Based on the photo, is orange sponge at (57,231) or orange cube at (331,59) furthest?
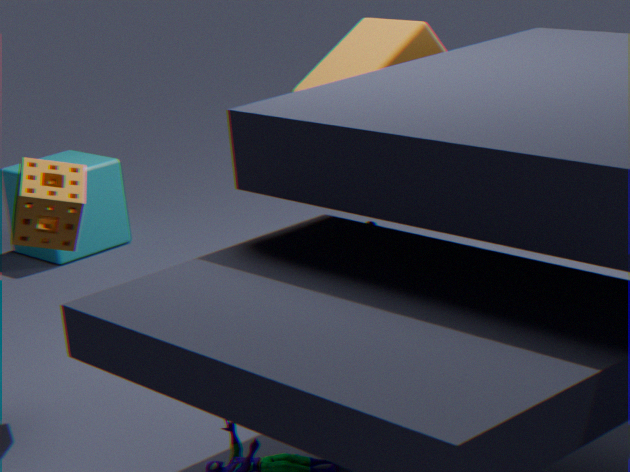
orange cube at (331,59)
